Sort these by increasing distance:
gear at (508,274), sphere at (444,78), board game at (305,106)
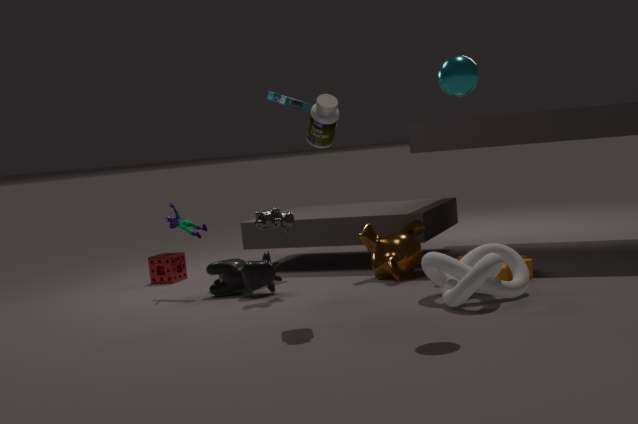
sphere at (444,78) < gear at (508,274) < board game at (305,106)
